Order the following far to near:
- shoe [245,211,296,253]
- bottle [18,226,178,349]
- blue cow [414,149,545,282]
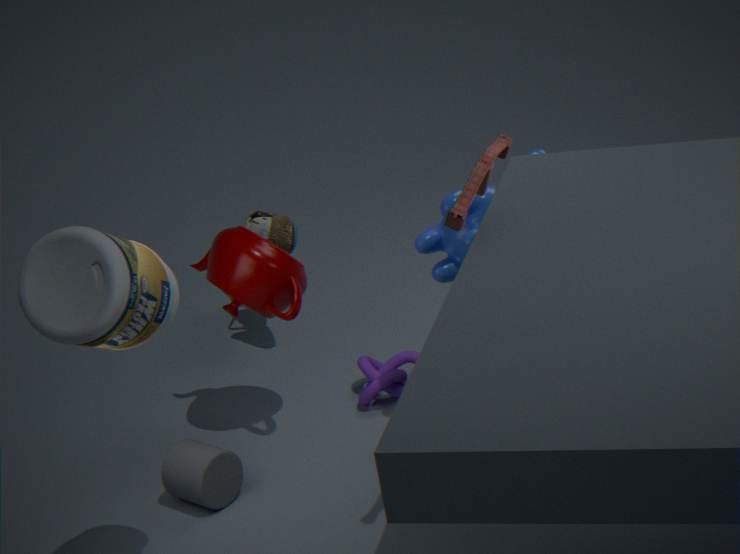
shoe [245,211,296,253]
blue cow [414,149,545,282]
bottle [18,226,178,349]
